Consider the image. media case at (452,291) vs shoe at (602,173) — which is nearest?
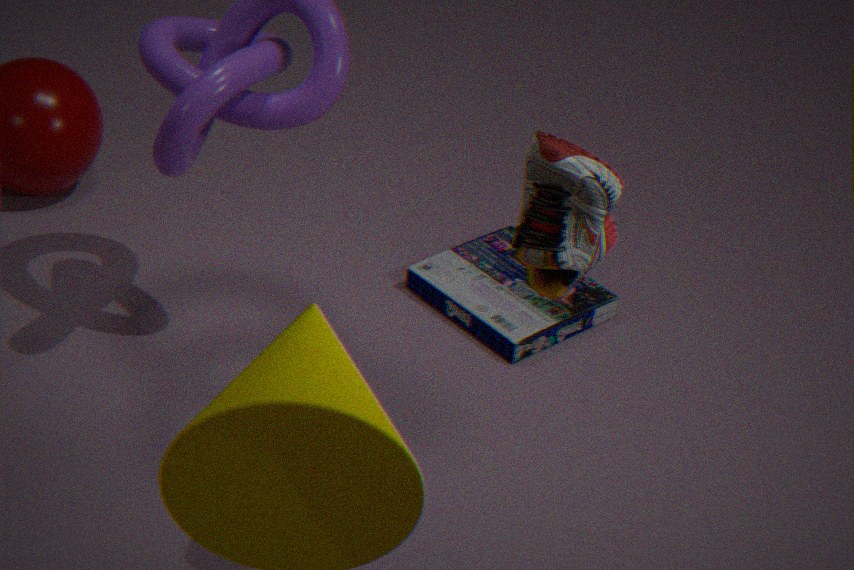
shoe at (602,173)
